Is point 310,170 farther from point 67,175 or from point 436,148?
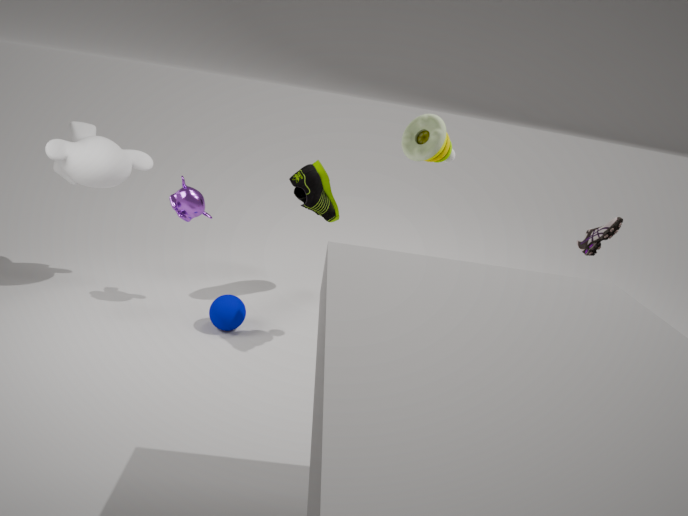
point 67,175
